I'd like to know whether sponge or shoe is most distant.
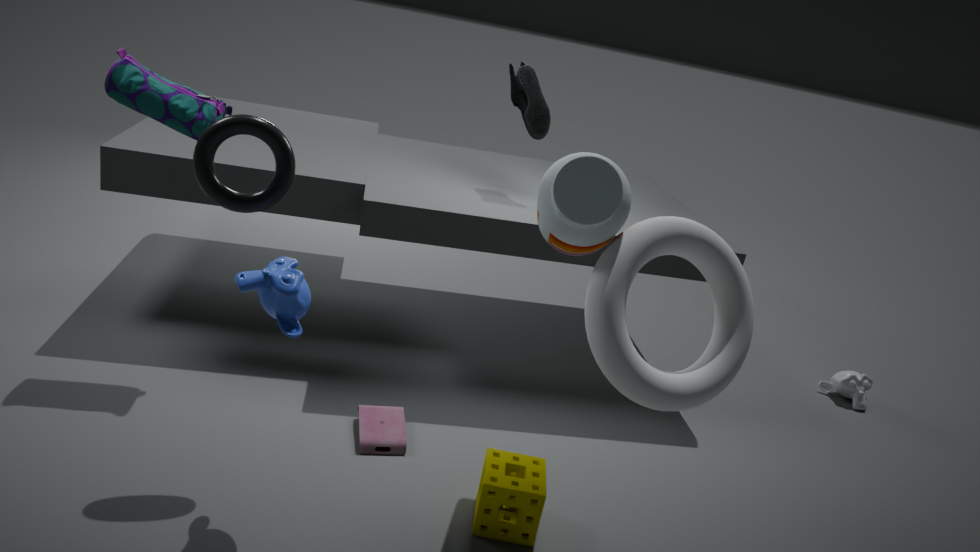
shoe
